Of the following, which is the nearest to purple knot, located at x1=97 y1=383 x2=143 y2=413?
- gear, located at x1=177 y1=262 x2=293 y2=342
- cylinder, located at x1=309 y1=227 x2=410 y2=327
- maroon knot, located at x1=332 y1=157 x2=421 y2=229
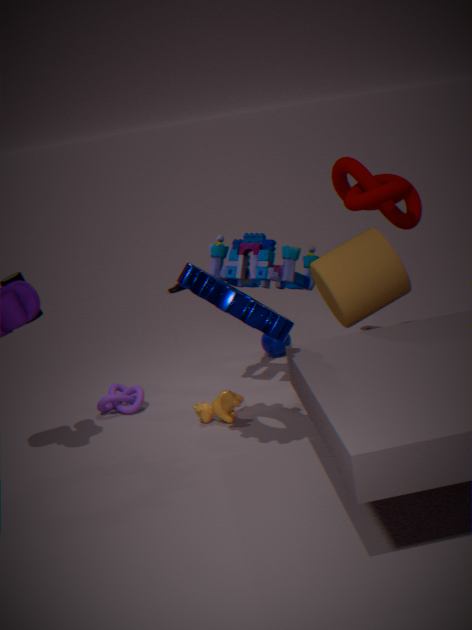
gear, located at x1=177 y1=262 x2=293 y2=342
